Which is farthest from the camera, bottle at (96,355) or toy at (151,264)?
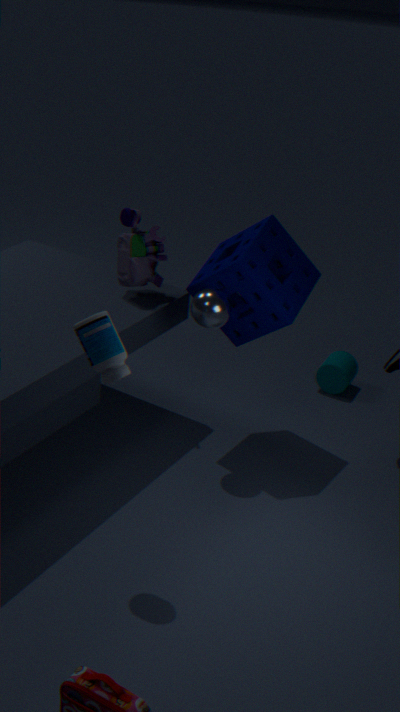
toy at (151,264)
